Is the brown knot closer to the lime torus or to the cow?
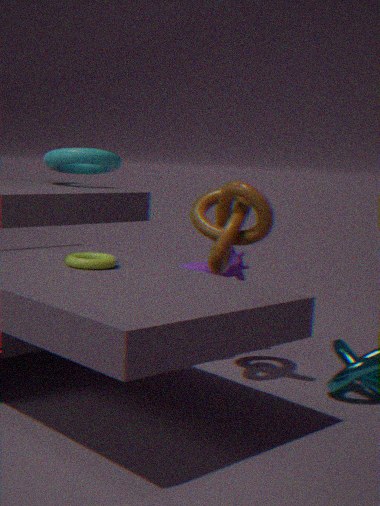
the cow
